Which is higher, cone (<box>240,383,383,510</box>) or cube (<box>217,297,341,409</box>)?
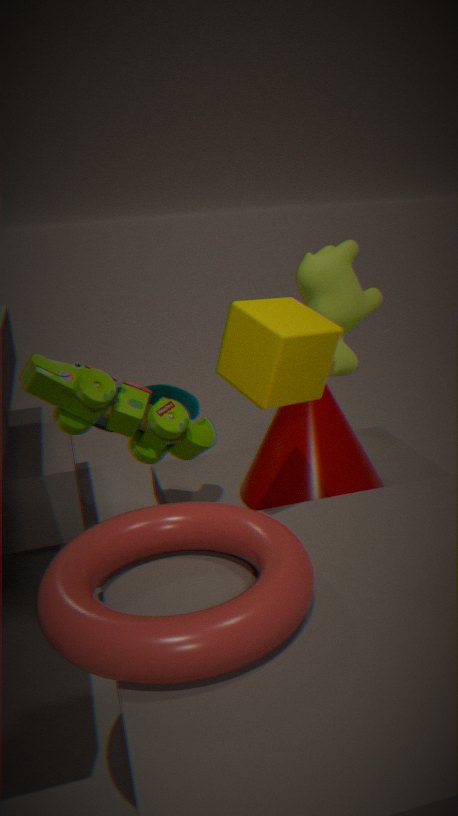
cube (<box>217,297,341,409</box>)
